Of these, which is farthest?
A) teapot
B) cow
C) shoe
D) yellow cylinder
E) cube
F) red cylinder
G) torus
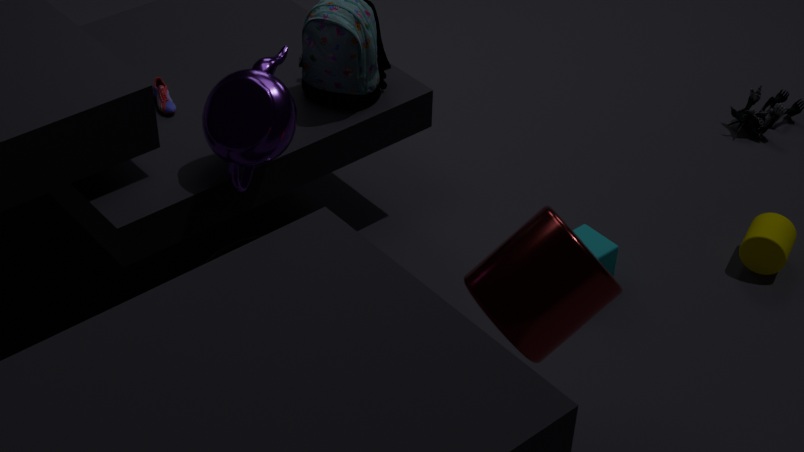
yellow cylinder
